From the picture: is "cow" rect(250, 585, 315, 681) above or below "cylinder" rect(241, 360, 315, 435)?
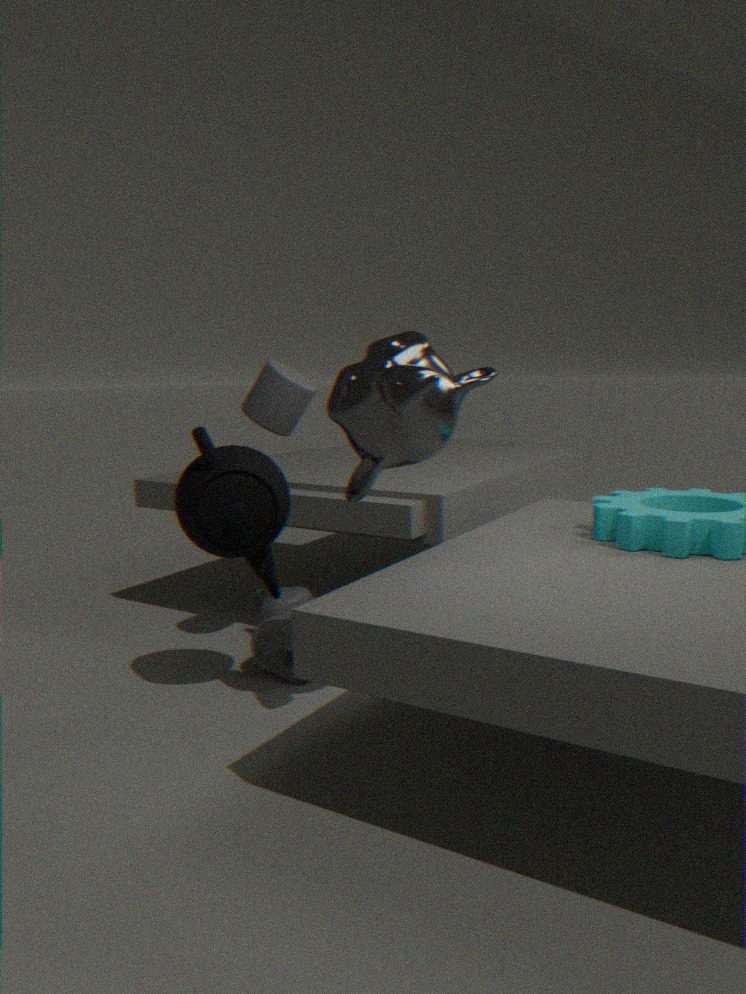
below
